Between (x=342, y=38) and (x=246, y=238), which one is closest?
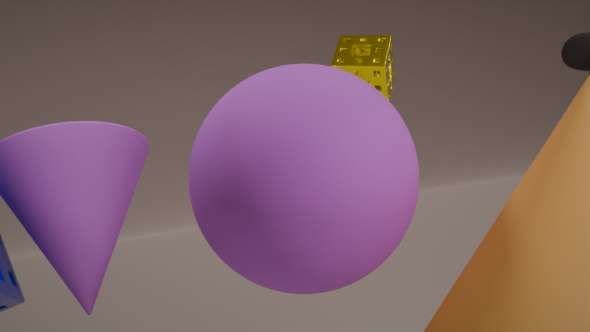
(x=246, y=238)
